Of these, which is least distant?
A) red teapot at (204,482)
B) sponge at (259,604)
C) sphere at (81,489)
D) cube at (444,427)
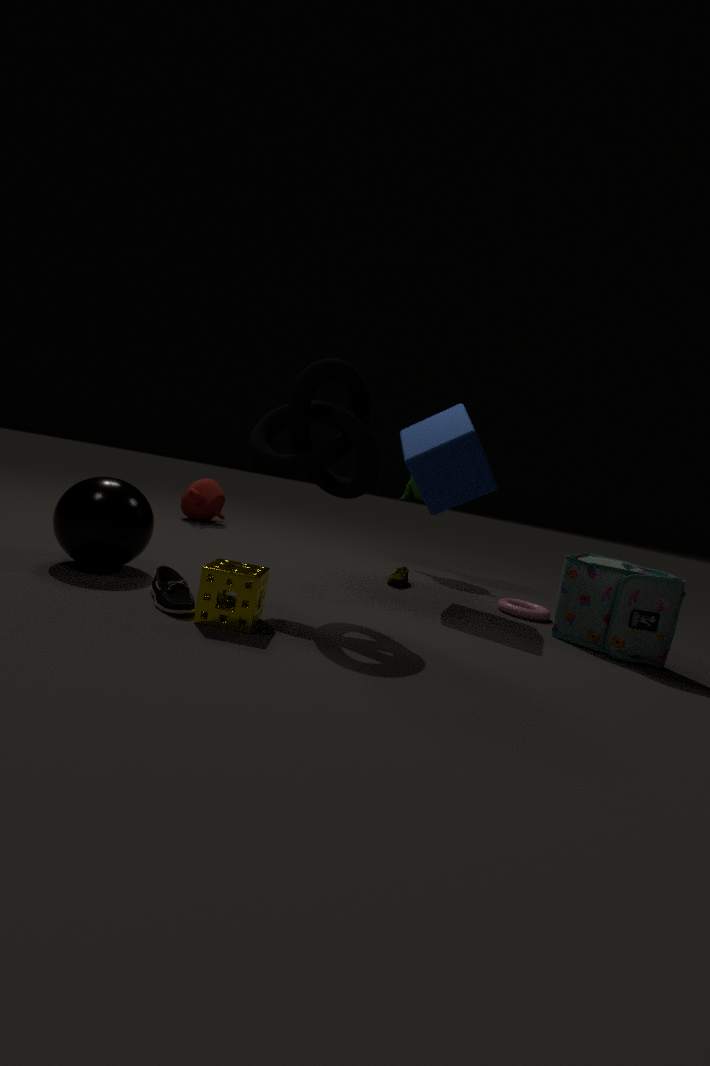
sponge at (259,604)
